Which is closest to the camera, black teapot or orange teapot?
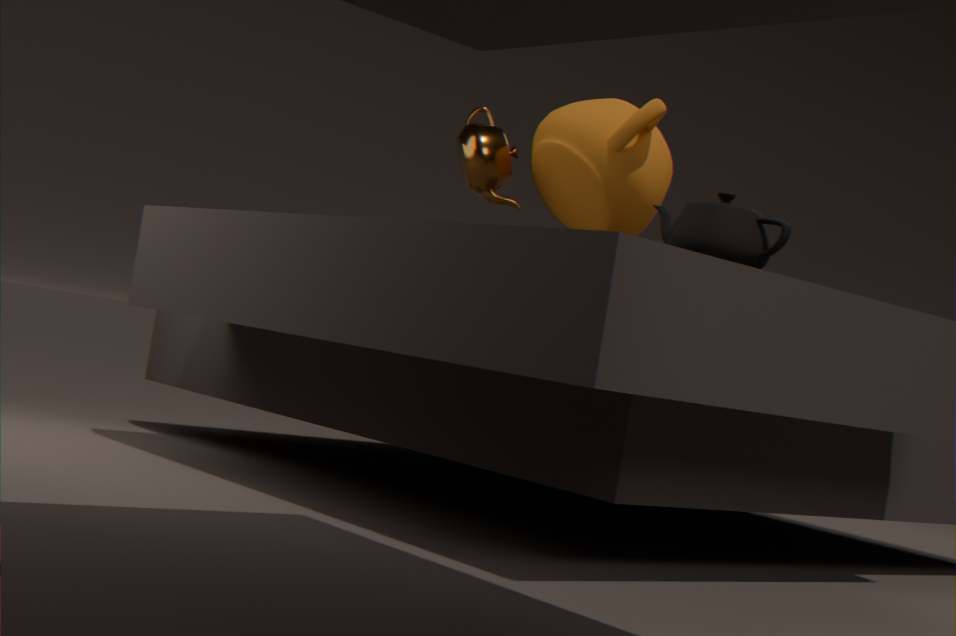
black teapot
